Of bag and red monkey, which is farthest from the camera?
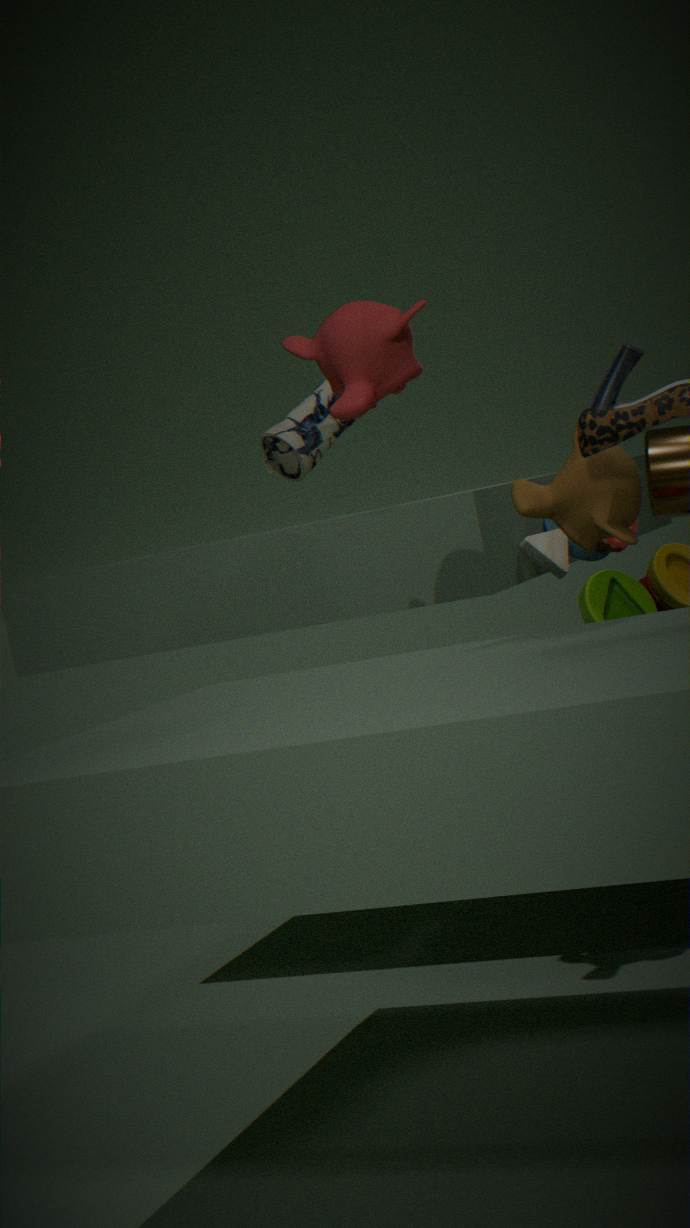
bag
